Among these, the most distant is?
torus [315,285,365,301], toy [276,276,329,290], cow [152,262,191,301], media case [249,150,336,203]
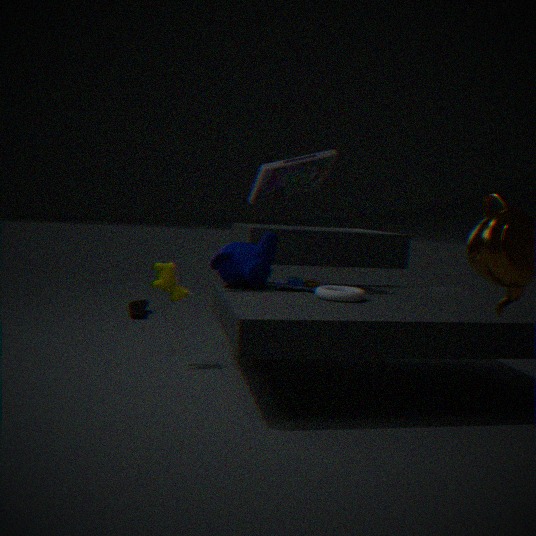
toy [276,276,329,290]
